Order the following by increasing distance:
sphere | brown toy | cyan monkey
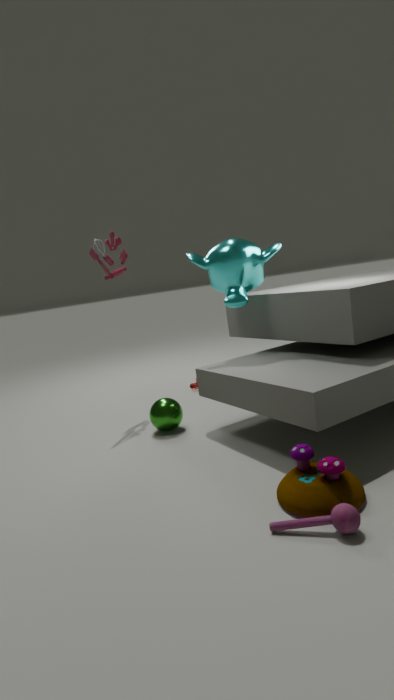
1. brown toy
2. sphere
3. cyan monkey
